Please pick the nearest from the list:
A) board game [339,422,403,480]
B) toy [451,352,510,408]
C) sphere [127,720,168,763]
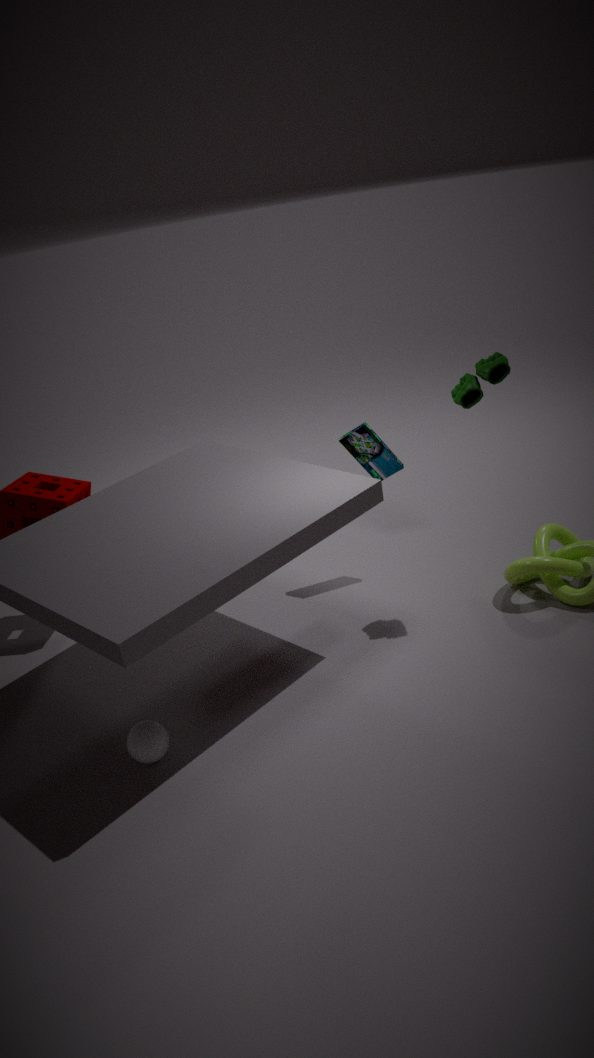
sphere [127,720,168,763]
